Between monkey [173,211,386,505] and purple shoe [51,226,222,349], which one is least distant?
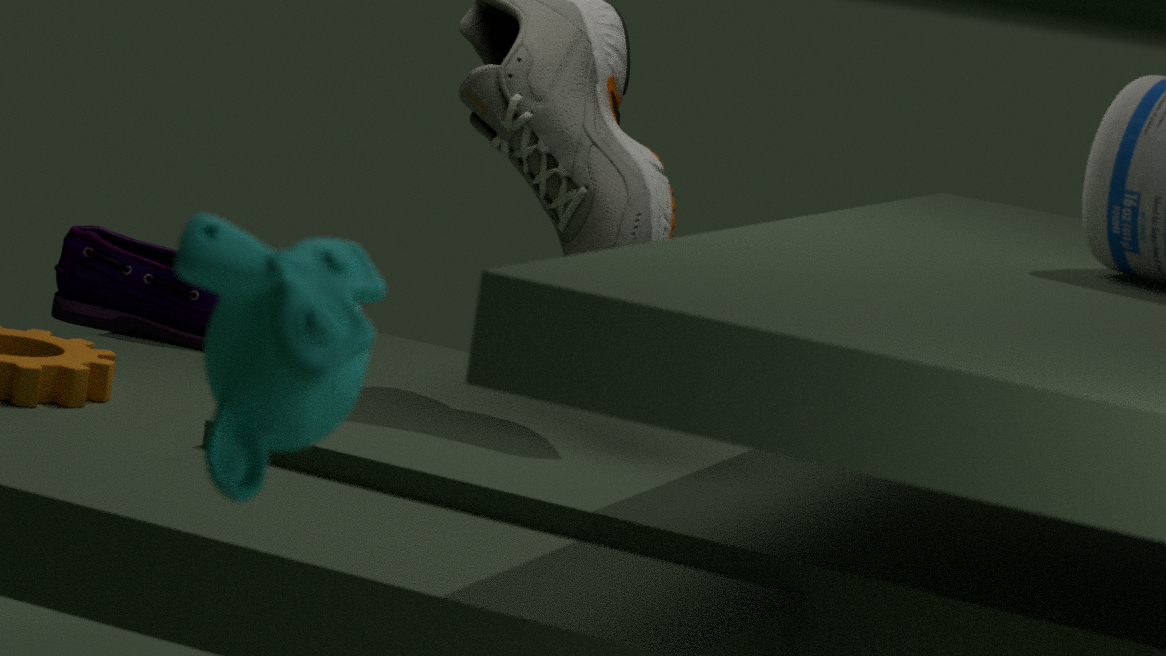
monkey [173,211,386,505]
